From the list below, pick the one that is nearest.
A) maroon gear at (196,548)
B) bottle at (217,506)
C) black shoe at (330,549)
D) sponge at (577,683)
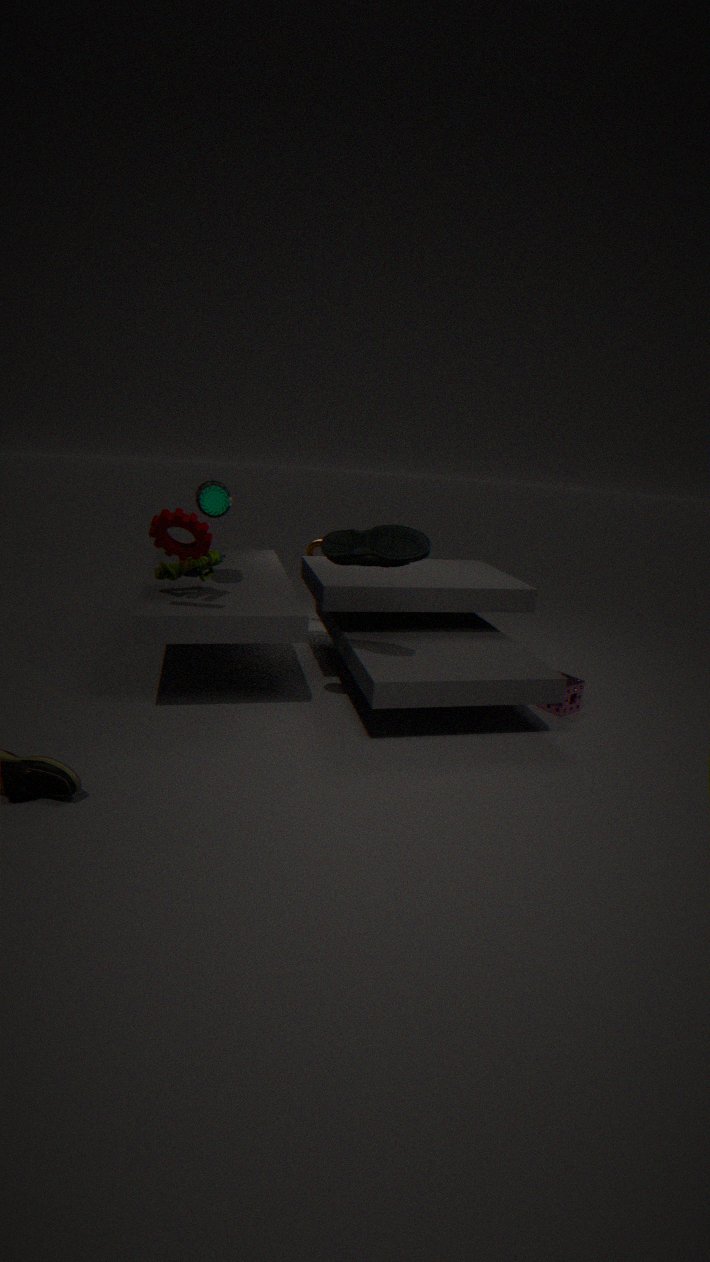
maroon gear at (196,548)
